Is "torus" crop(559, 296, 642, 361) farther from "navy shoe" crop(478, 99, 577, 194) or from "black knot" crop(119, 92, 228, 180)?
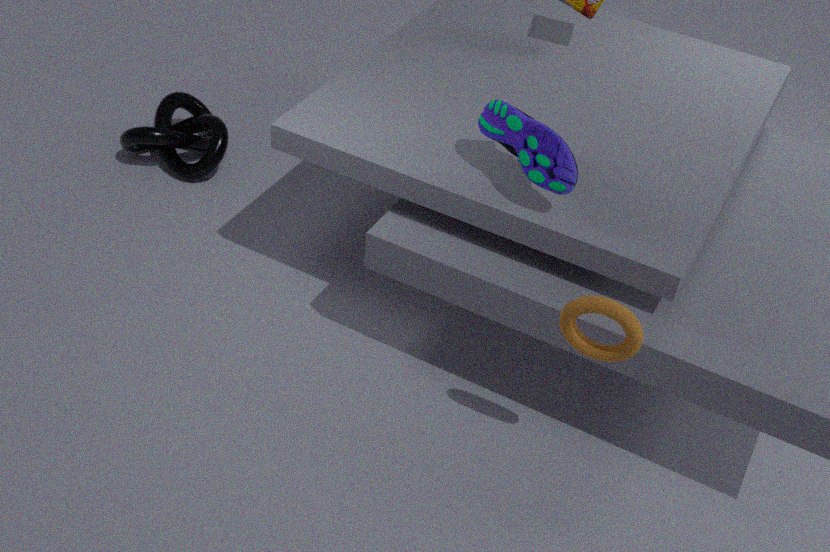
"black knot" crop(119, 92, 228, 180)
